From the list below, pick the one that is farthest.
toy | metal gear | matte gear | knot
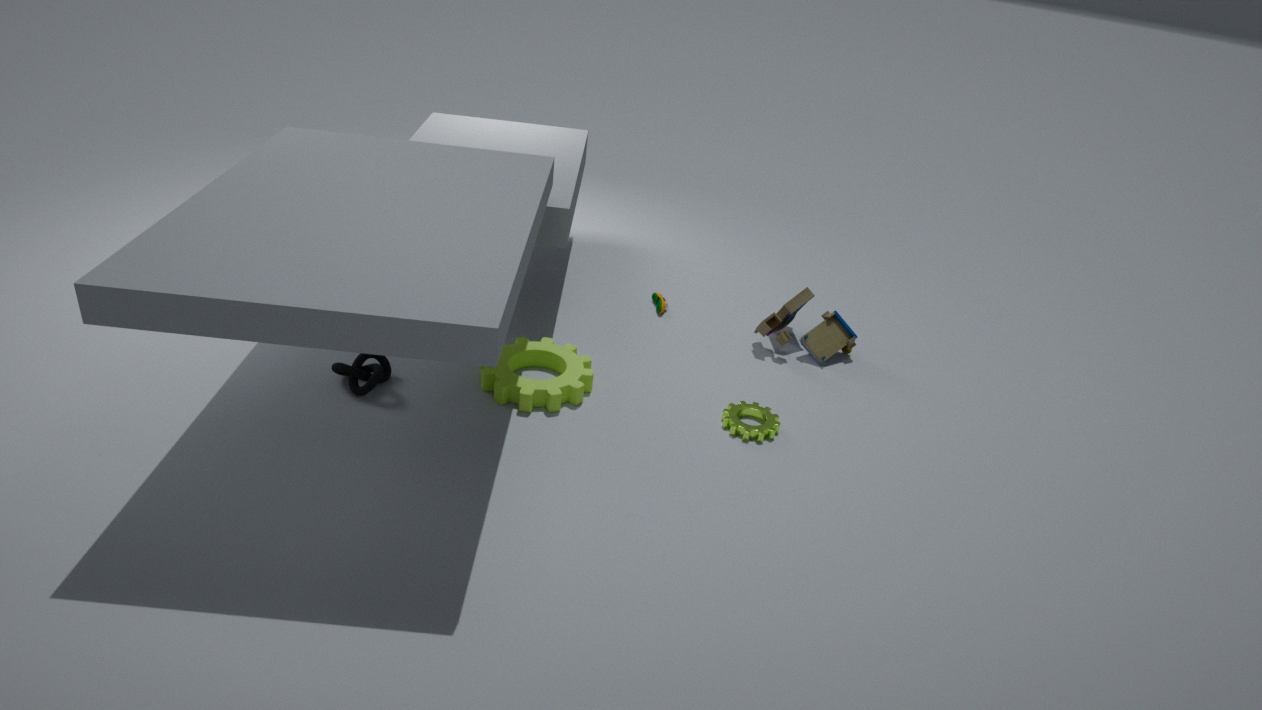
toy
